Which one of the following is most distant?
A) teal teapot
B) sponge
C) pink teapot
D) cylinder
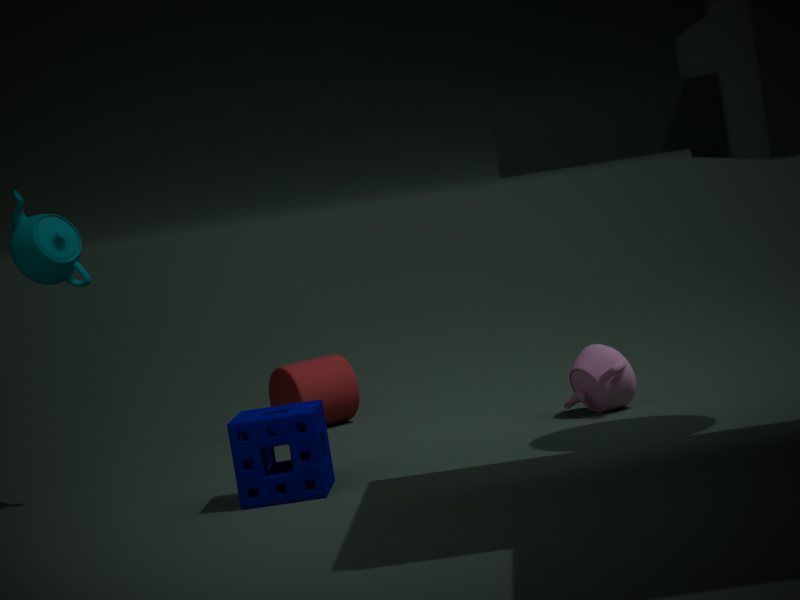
cylinder
